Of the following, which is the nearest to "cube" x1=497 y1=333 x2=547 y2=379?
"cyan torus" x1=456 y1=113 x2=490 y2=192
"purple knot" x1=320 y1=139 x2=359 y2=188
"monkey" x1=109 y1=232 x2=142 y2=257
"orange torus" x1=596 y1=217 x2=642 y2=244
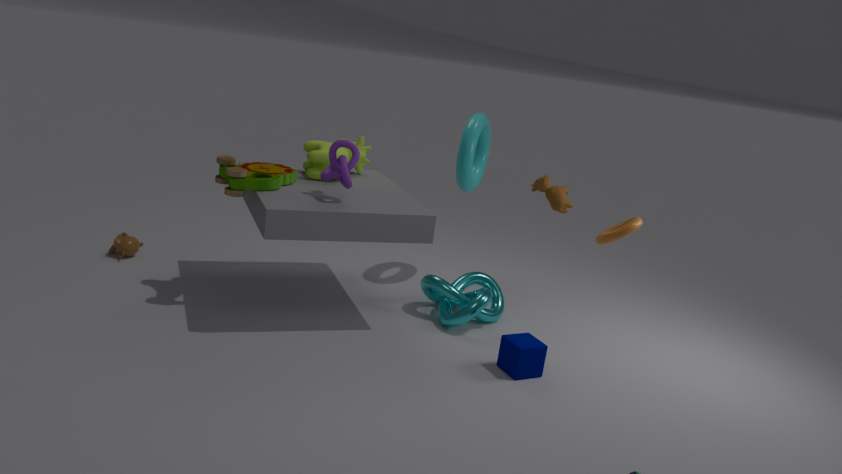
"orange torus" x1=596 y1=217 x2=642 y2=244
